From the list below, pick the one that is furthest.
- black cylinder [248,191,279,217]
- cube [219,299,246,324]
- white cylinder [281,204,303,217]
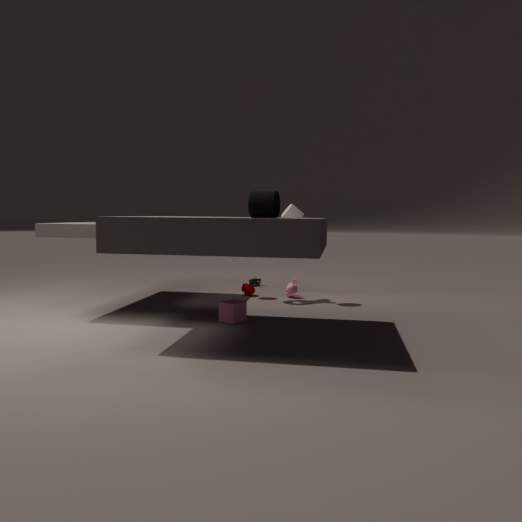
white cylinder [281,204,303,217]
